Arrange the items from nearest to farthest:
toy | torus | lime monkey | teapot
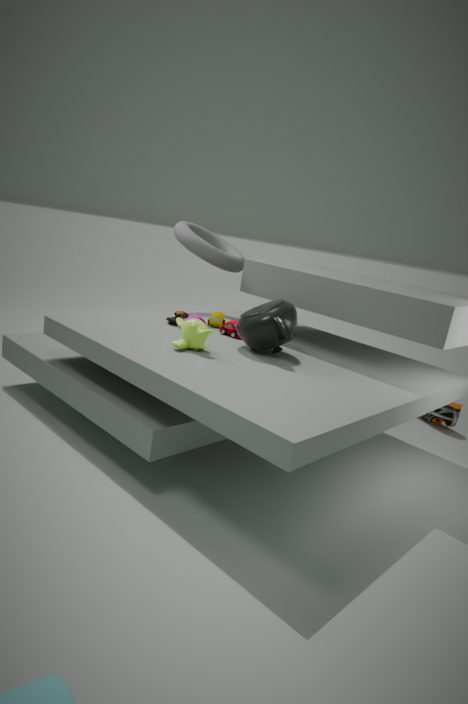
lime monkey
teapot
toy
torus
